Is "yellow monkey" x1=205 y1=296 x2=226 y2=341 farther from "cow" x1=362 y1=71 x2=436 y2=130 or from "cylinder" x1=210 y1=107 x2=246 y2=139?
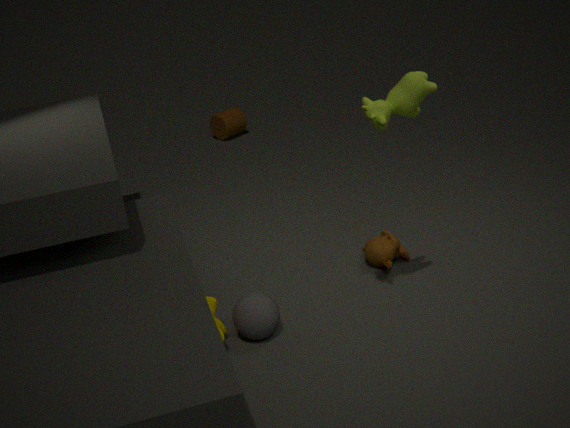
"cylinder" x1=210 y1=107 x2=246 y2=139
